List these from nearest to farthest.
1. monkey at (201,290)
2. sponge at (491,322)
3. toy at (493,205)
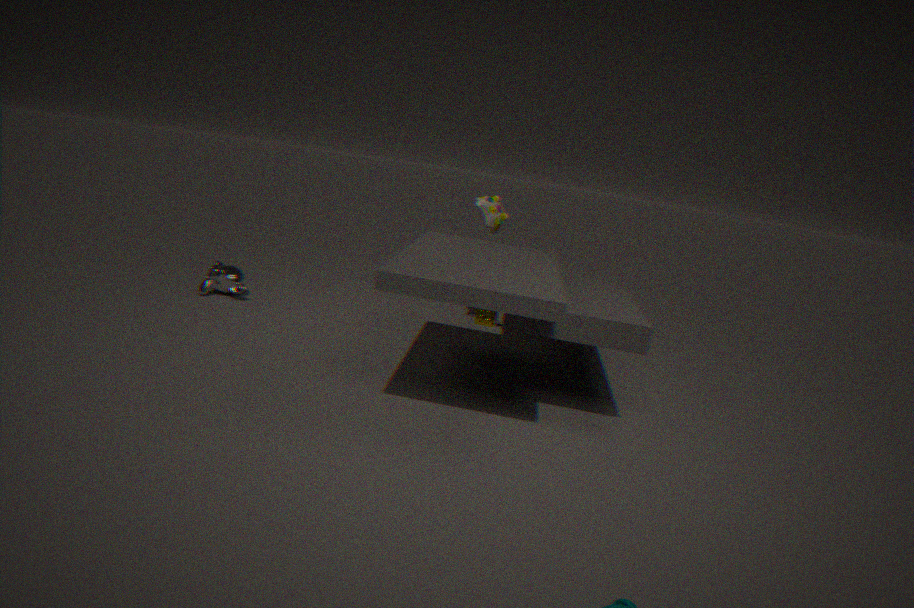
toy at (493,205), monkey at (201,290), sponge at (491,322)
